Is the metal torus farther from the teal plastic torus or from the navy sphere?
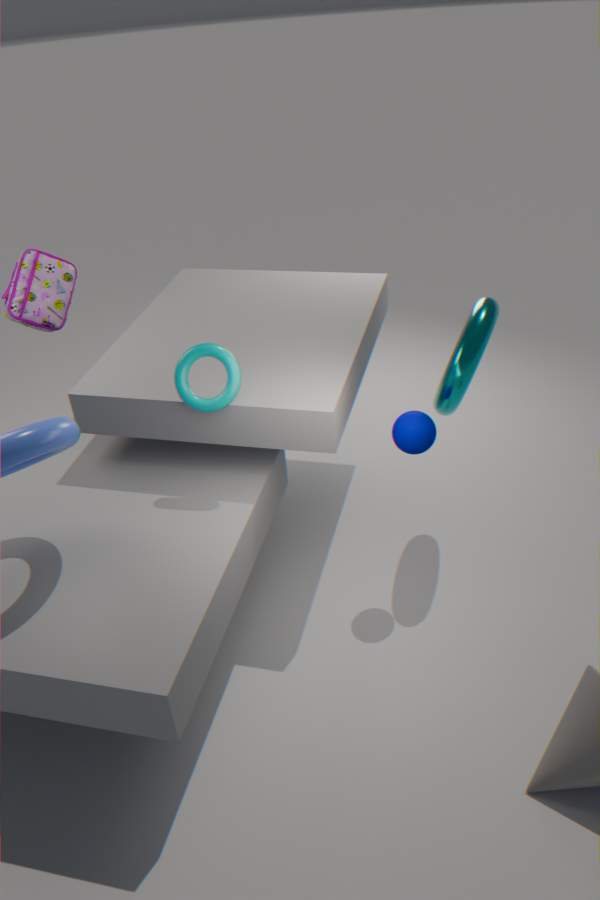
the teal plastic torus
